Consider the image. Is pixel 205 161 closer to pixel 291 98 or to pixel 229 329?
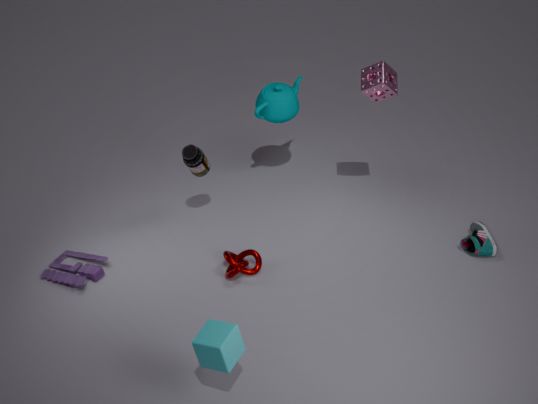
pixel 291 98
